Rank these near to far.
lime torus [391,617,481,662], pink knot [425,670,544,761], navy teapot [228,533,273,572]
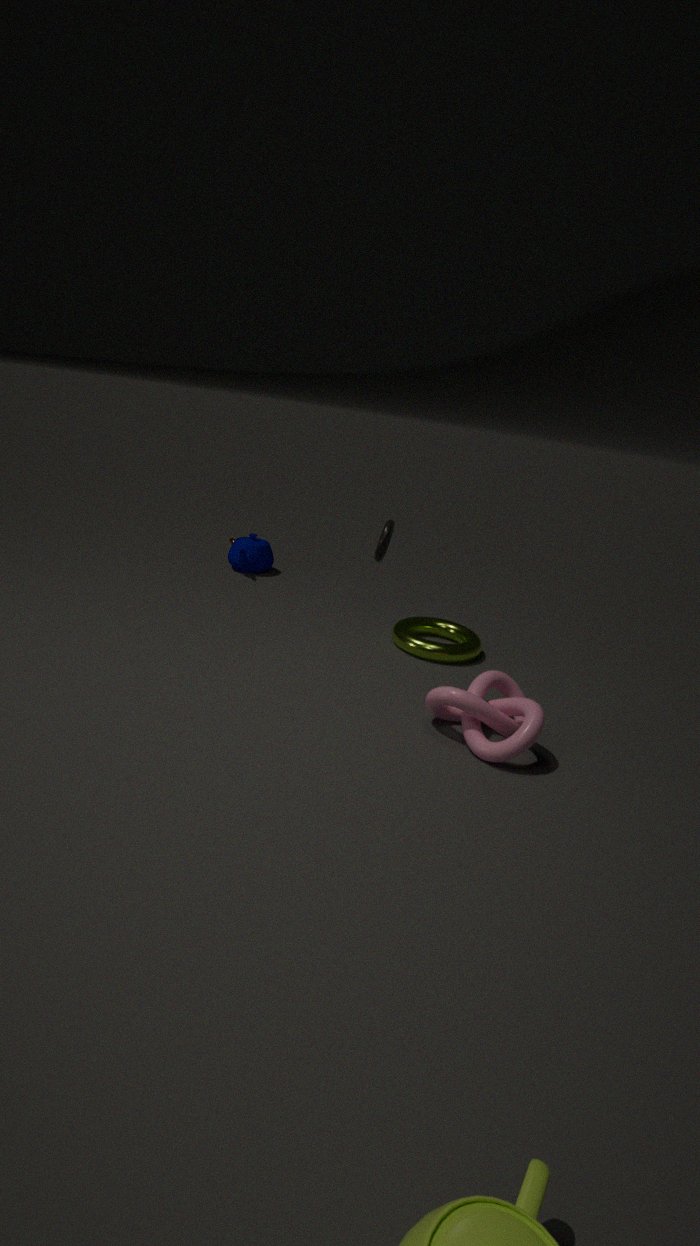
pink knot [425,670,544,761] → lime torus [391,617,481,662] → navy teapot [228,533,273,572]
